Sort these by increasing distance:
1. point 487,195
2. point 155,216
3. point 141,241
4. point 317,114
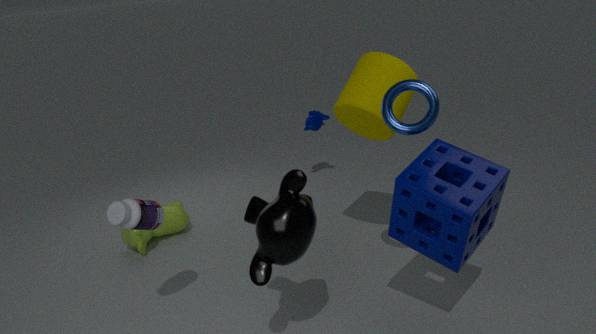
point 487,195, point 155,216, point 141,241, point 317,114
